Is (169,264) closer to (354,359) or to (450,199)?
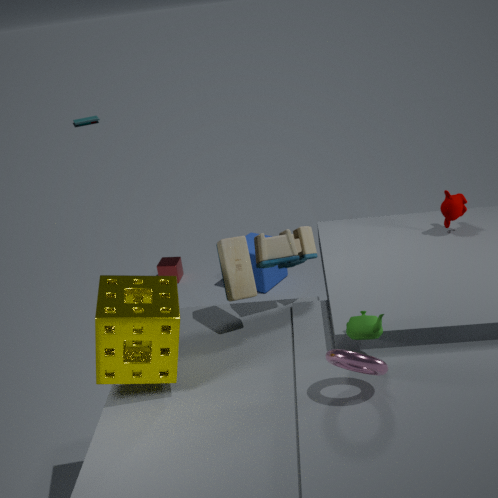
(450,199)
